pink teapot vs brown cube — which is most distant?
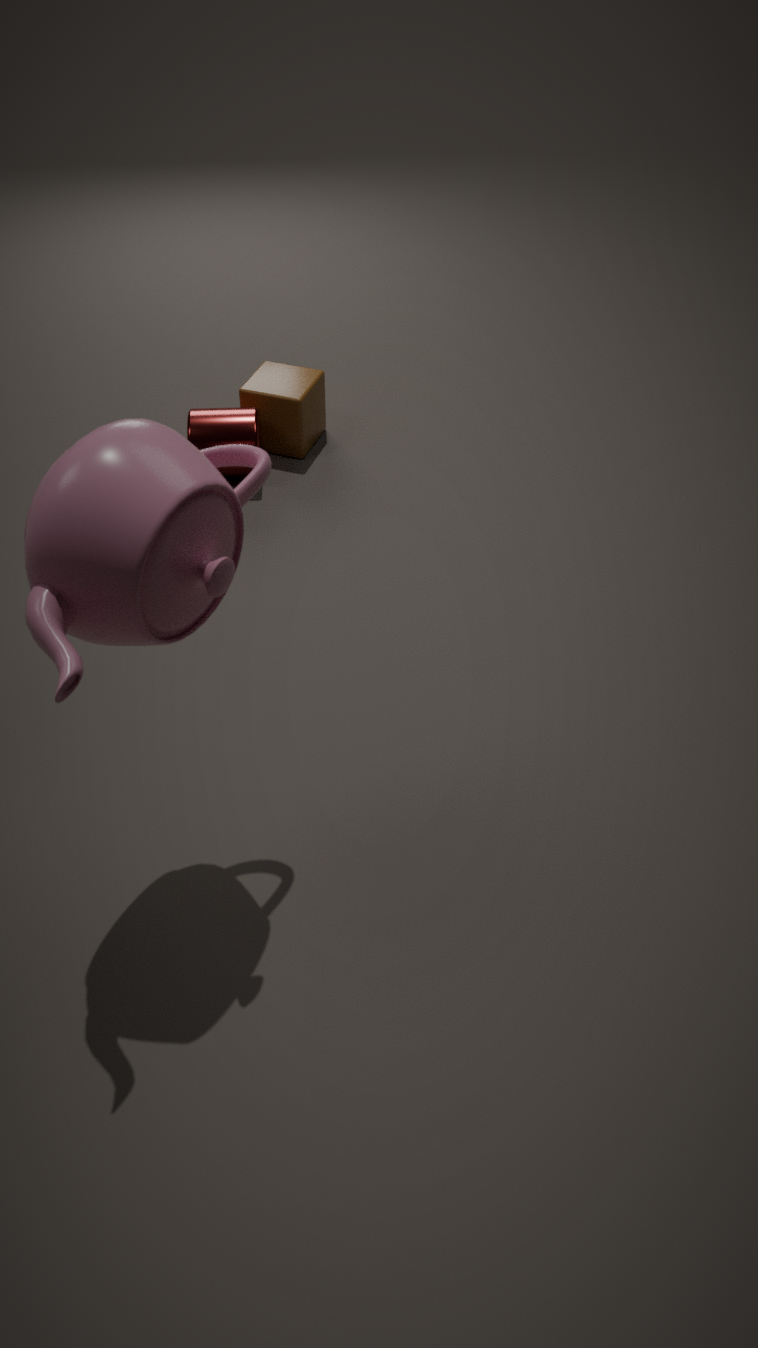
brown cube
